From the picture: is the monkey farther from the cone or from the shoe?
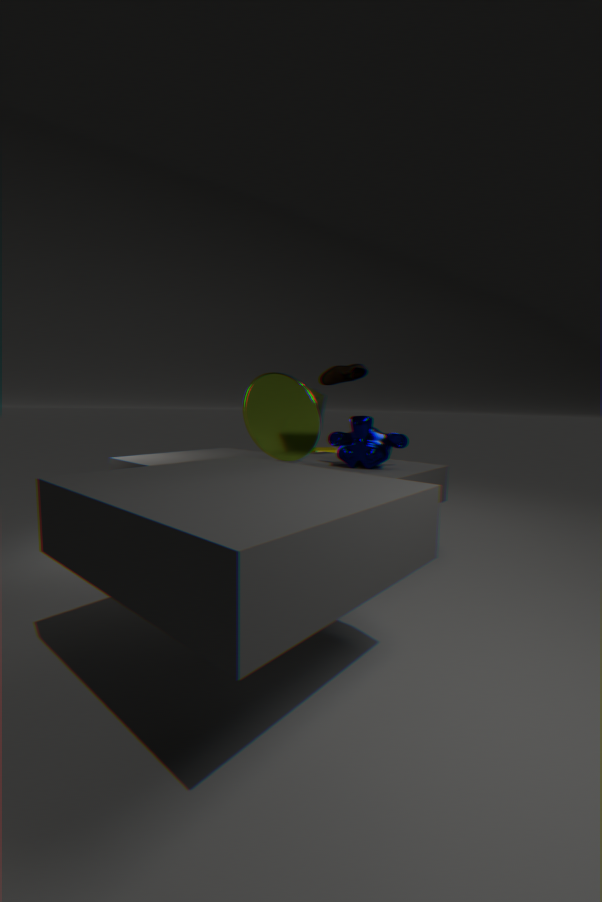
the shoe
